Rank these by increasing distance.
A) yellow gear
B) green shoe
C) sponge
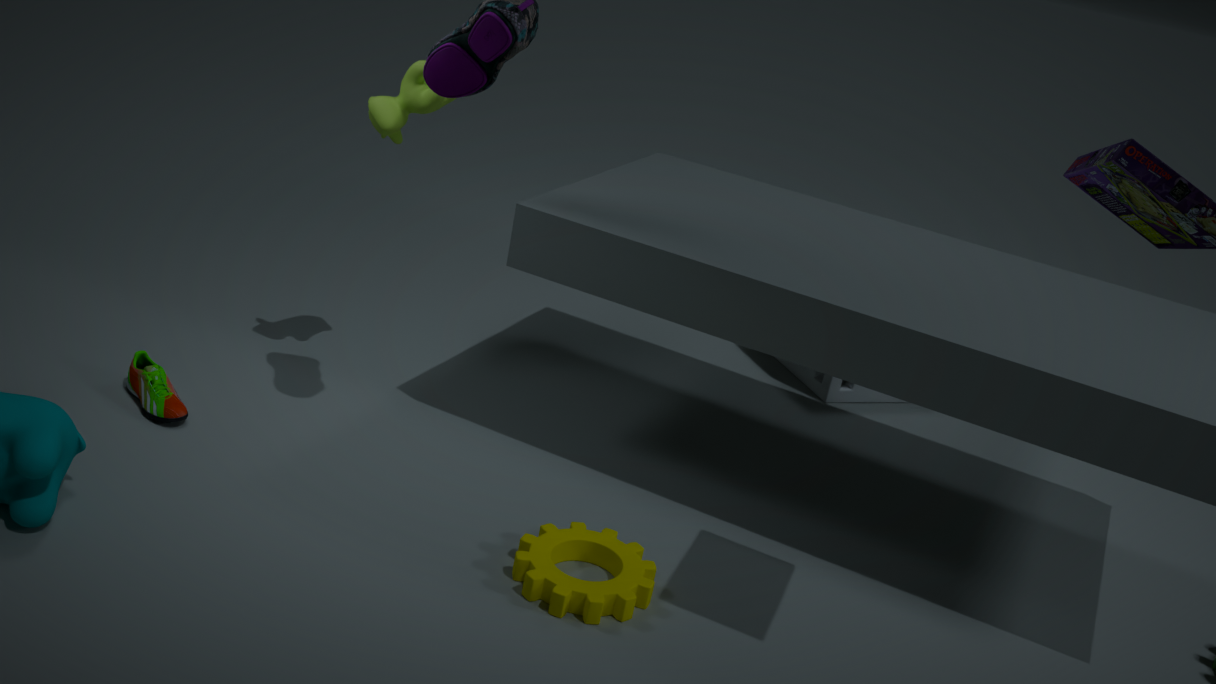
yellow gear < green shoe < sponge
